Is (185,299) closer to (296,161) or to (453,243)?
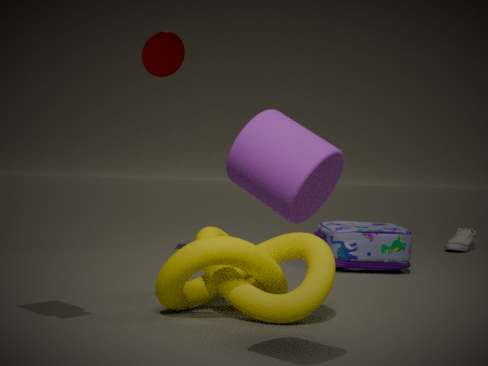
(296,161)
